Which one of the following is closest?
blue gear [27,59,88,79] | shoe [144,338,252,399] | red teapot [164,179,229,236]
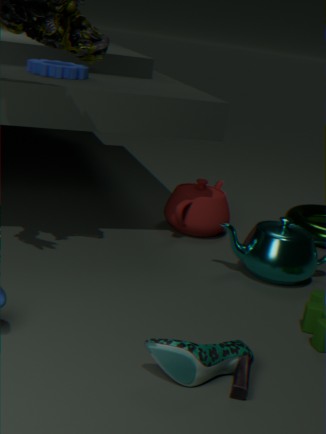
shoe [144,338,252,399]
